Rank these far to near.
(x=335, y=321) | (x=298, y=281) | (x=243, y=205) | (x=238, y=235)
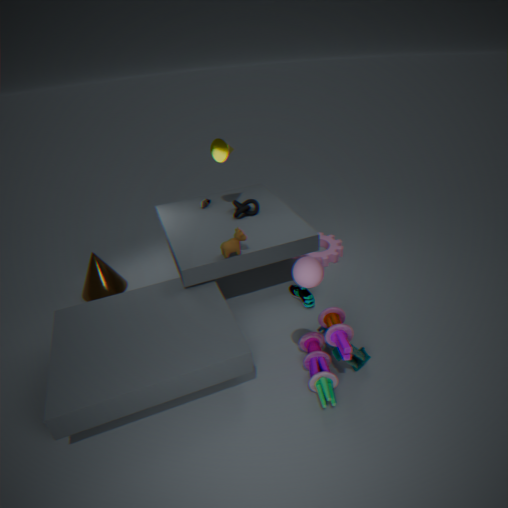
1. (x=243, y=205)
2. (x=238, y=235)
3. (x=335, y=321)
4. (x=298, y=281)
